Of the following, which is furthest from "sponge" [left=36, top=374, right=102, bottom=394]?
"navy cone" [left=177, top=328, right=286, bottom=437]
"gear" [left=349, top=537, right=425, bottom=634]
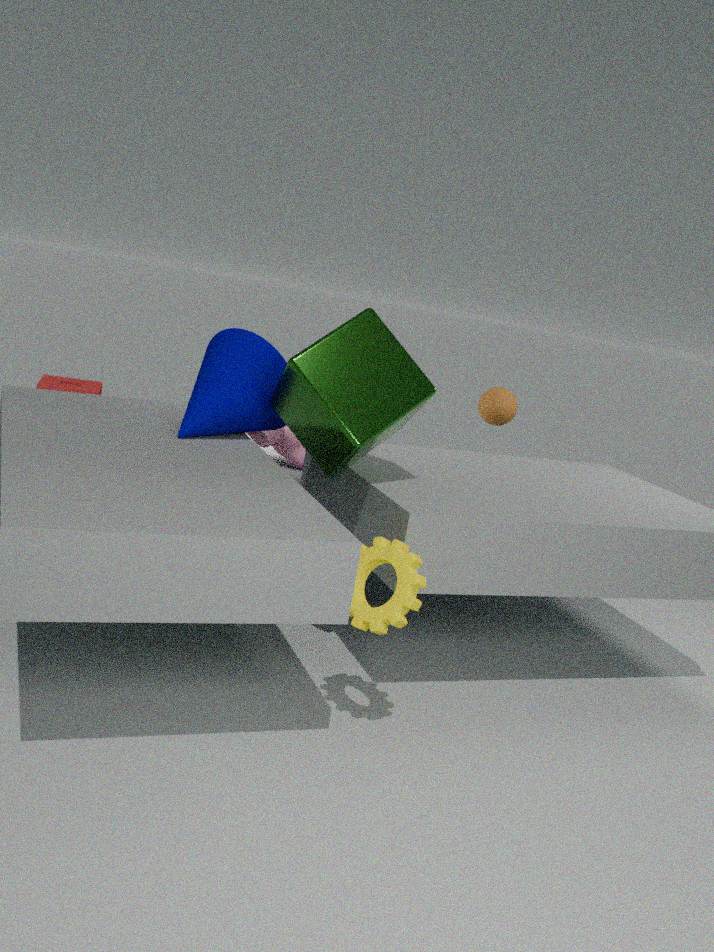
"gear" [left=349, top=537, right=425, bottom=634]
